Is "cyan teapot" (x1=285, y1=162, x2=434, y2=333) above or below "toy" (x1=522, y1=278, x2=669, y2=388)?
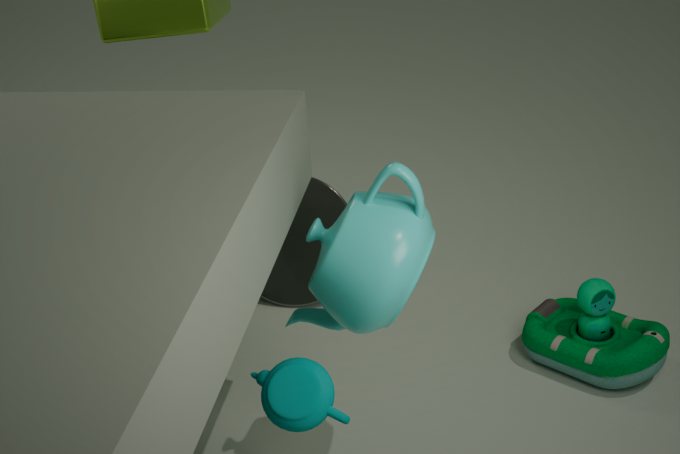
above
